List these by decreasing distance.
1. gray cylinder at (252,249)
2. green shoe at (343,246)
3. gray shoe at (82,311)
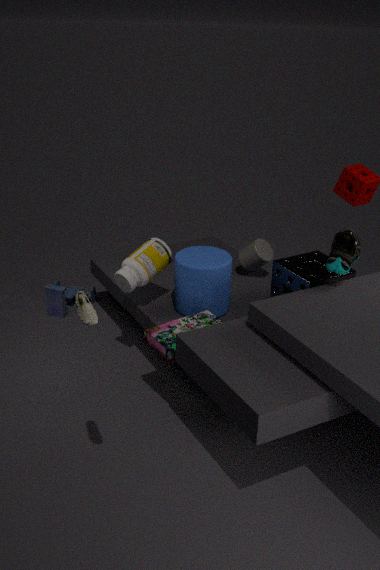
1. gray cylinder at (252,249)
2. green shoe at (343,246)
3. gray shoe at (82,311)
